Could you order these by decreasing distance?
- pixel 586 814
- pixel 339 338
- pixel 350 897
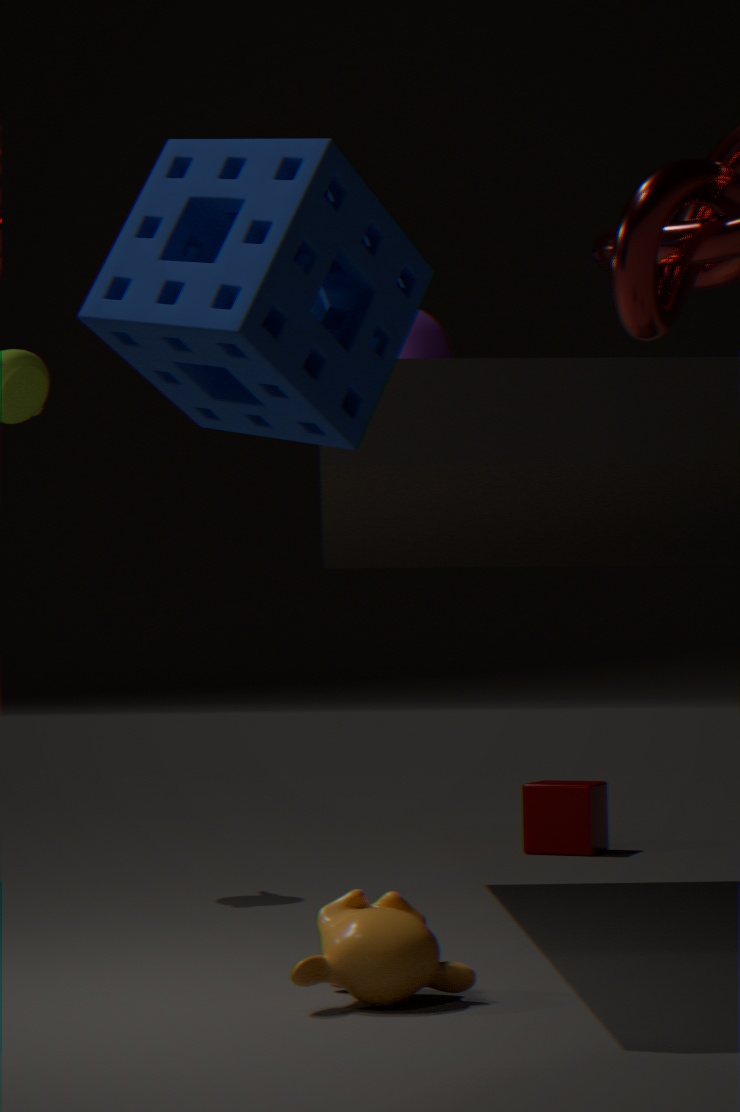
pixel 586 814, pixel 350 897, pixel 339 338
